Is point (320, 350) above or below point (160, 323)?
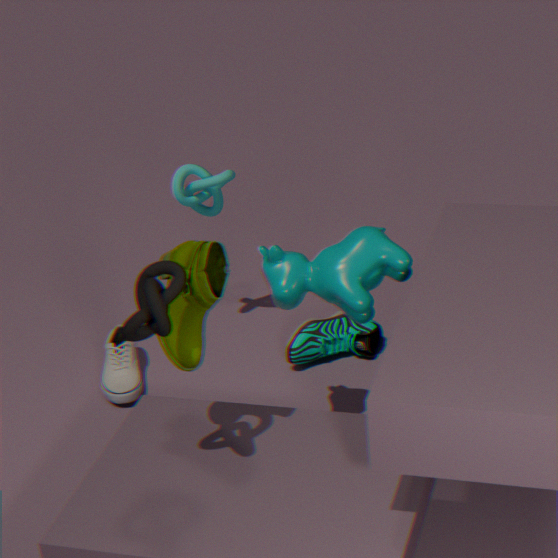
below
